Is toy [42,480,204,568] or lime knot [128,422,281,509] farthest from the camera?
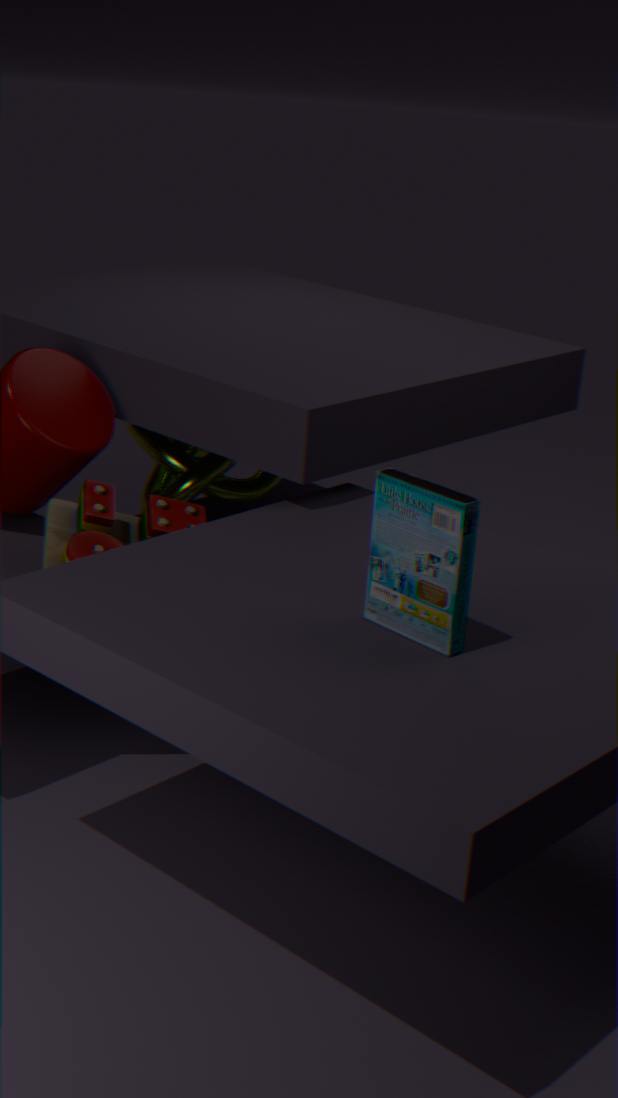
lime knot [128,422,281,509]
